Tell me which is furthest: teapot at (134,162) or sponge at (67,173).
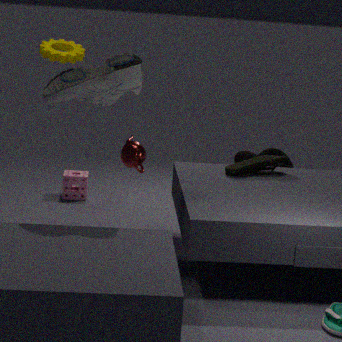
sponge at (67,173)
